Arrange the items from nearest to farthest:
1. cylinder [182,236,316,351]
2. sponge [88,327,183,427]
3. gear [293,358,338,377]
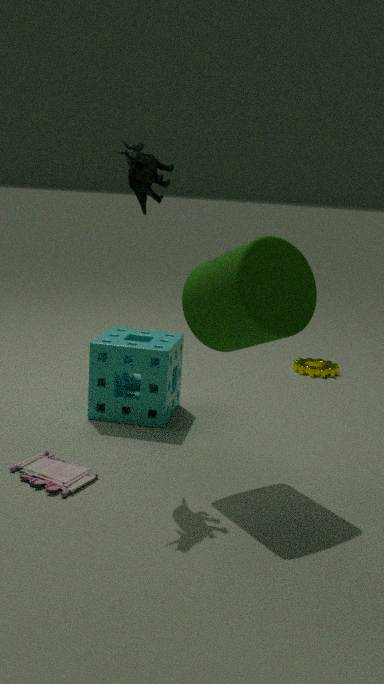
cylinder [182,236,316,351] < sponge [88,327,183,427] < gear [293,358,338,377]
